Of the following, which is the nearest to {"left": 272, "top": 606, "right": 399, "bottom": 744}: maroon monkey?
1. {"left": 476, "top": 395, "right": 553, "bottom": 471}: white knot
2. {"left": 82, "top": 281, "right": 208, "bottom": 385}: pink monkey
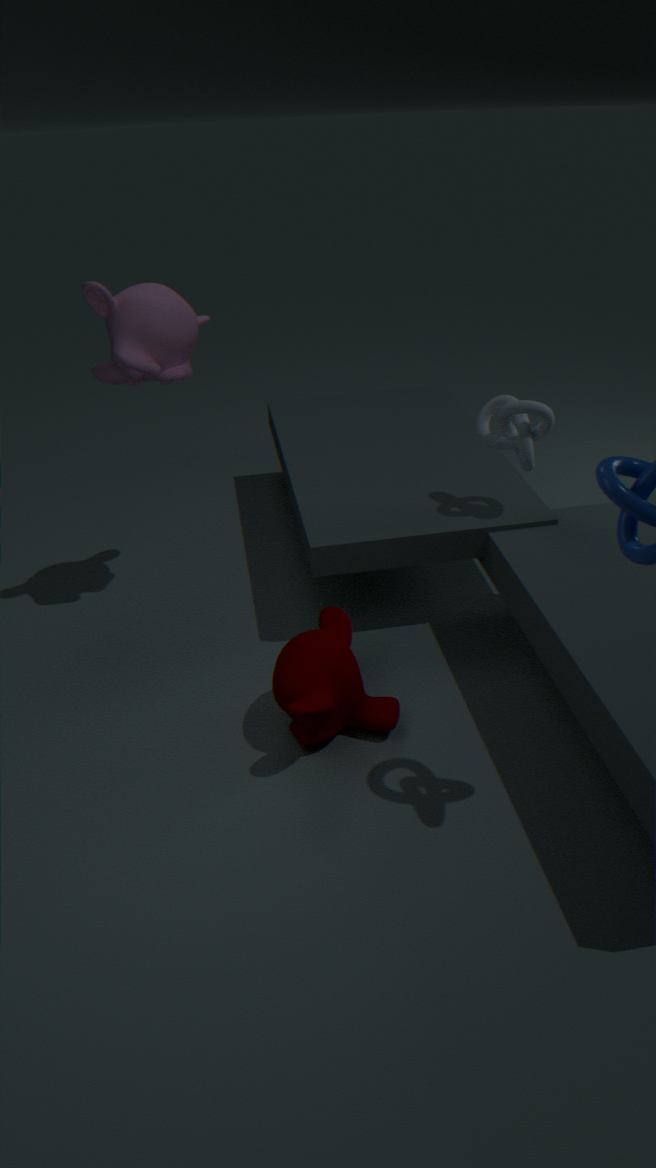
{"left": 476, "top": 395, "right": 553, "bottom": 471}: white knot
